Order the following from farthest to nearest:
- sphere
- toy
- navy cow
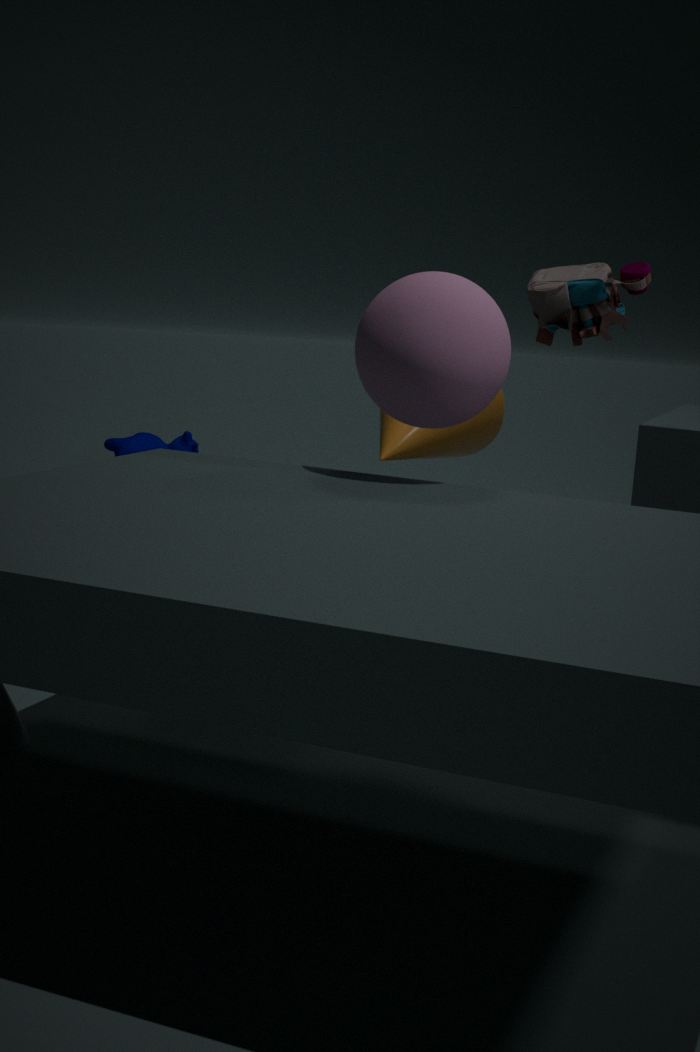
navy cow
toy
sphere
